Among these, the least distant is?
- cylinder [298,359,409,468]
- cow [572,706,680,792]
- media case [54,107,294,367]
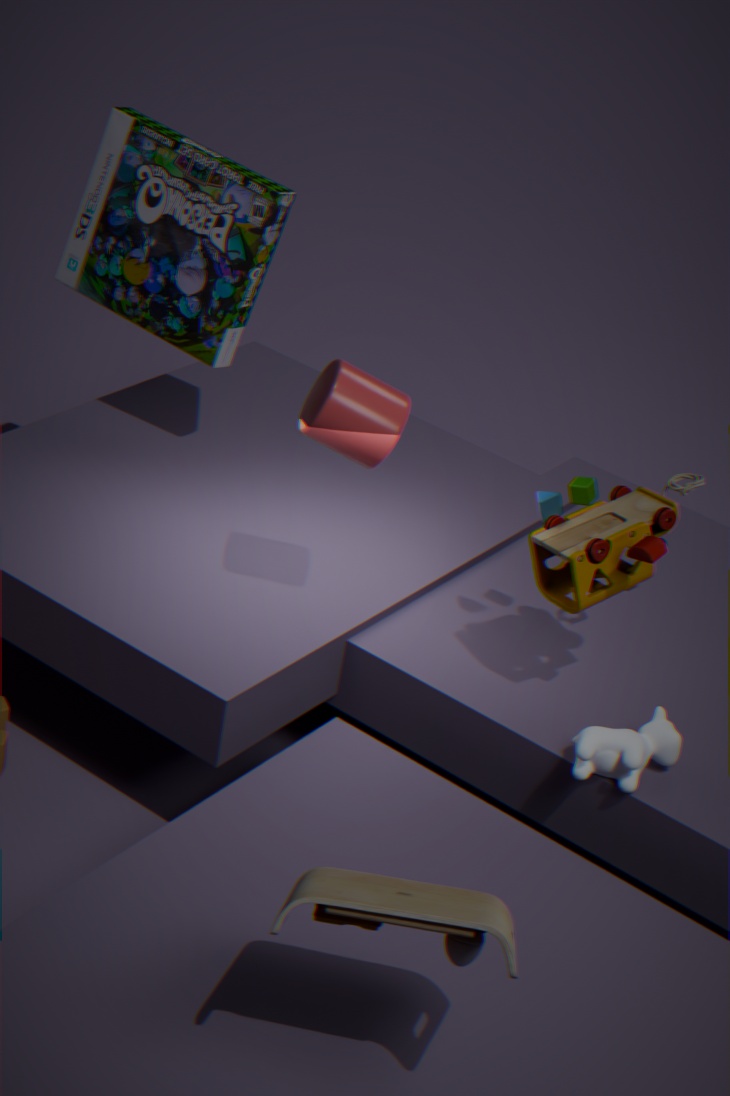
cow [572,706,680,792]
